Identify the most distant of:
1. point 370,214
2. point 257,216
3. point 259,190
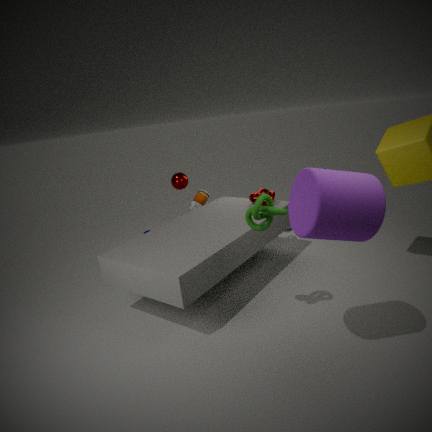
point 259,190
